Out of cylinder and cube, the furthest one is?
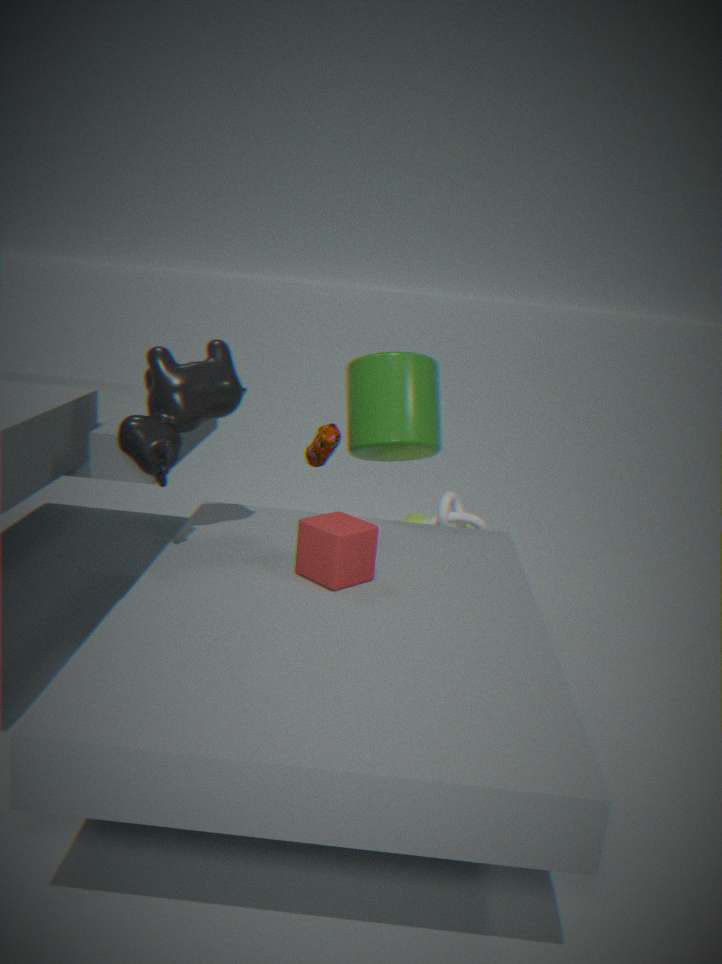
cylinder
